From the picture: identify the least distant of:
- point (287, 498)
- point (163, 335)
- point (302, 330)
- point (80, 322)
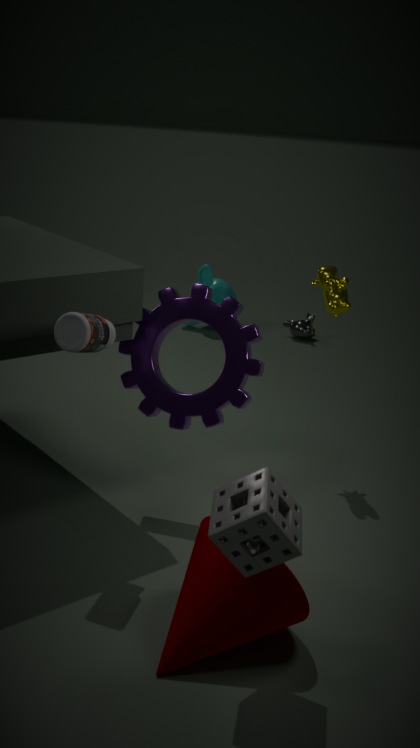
point (287, 498)
